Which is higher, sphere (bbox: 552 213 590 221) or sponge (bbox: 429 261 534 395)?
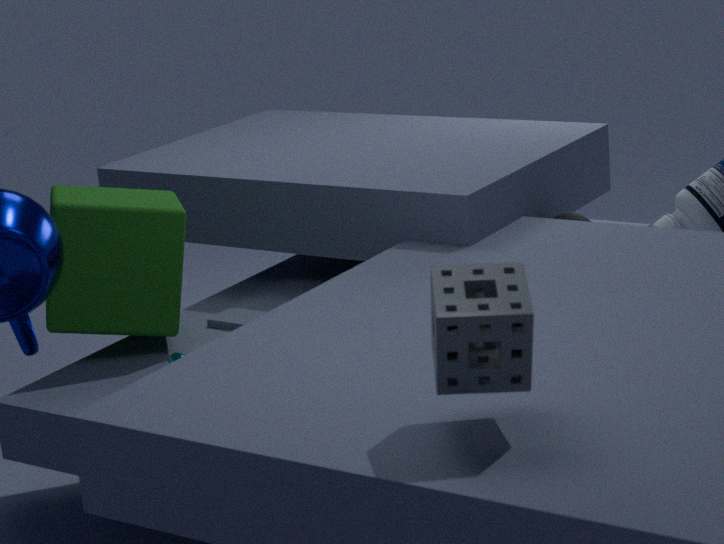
sponge (bbox: 429 261 534 395)
